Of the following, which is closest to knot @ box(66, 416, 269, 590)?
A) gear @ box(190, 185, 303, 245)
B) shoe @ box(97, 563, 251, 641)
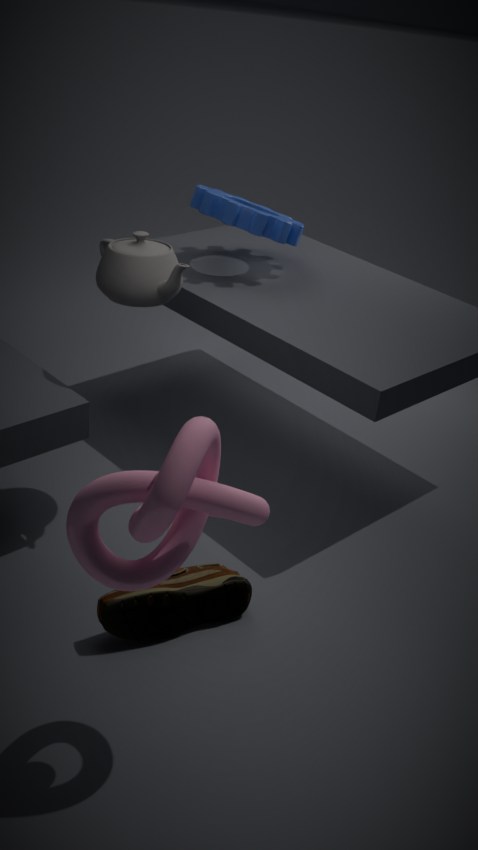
shoe @ box(97, 563, 251, 641)
